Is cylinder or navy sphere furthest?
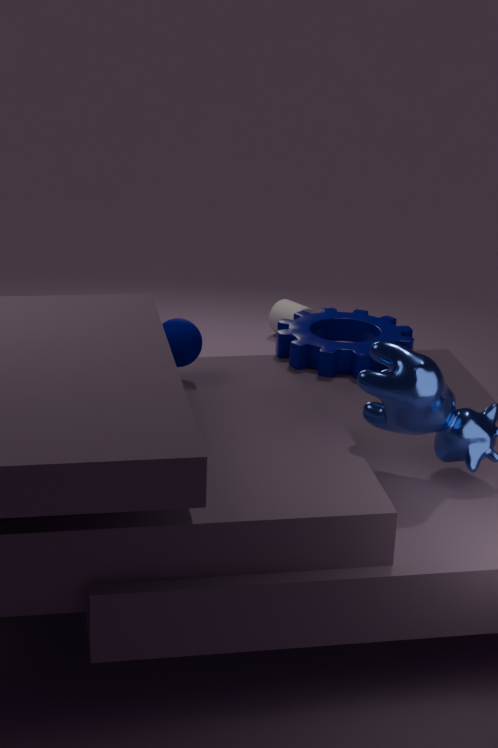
cylinder
